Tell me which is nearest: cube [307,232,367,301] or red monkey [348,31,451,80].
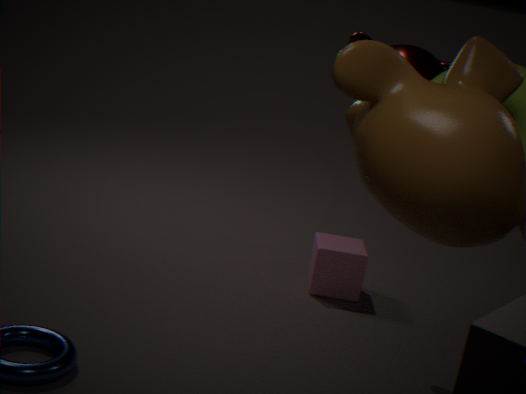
red monkey [348,31,451,80]
